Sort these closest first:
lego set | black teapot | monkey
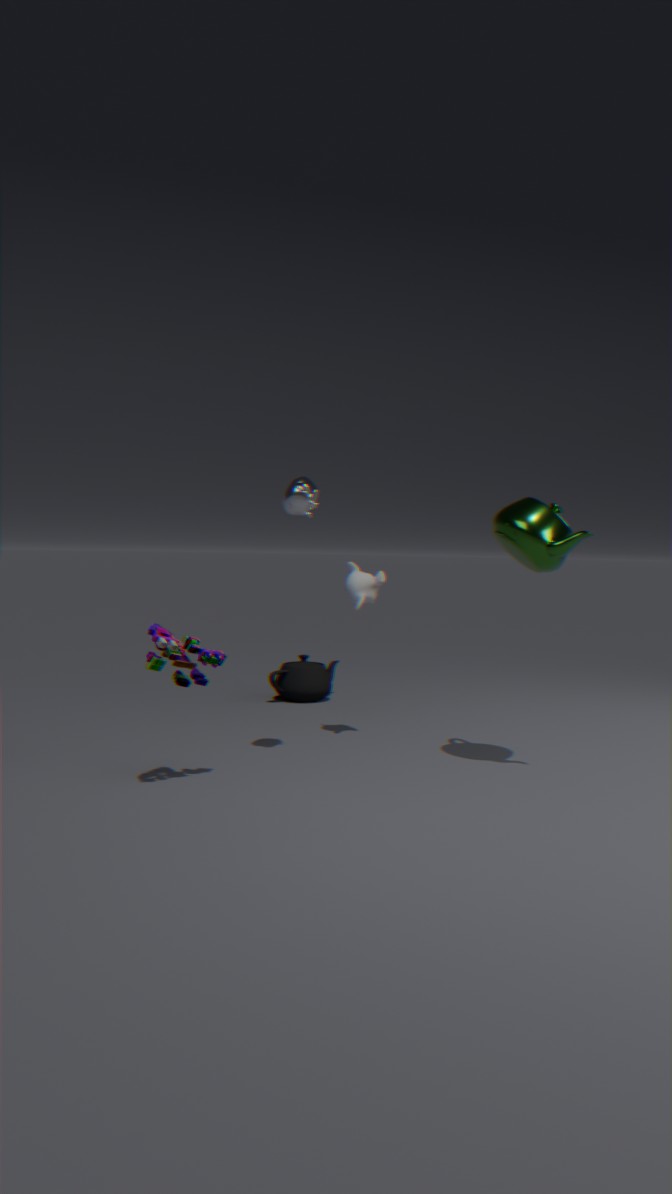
lego set
monkey
black teapot
